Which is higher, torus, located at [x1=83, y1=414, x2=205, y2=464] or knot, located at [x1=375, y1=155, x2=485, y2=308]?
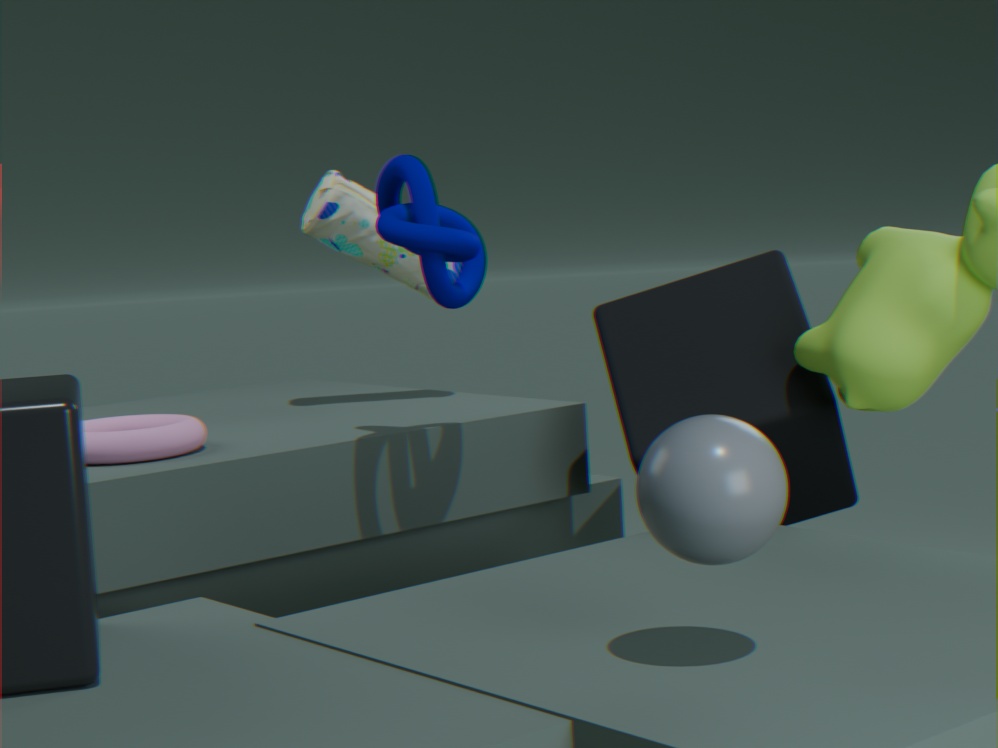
knot, located at [x1=375, y1=155, x2=485, y2=308]
